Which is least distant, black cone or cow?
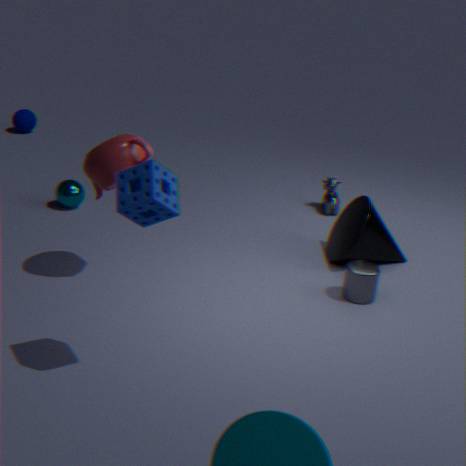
black cone
